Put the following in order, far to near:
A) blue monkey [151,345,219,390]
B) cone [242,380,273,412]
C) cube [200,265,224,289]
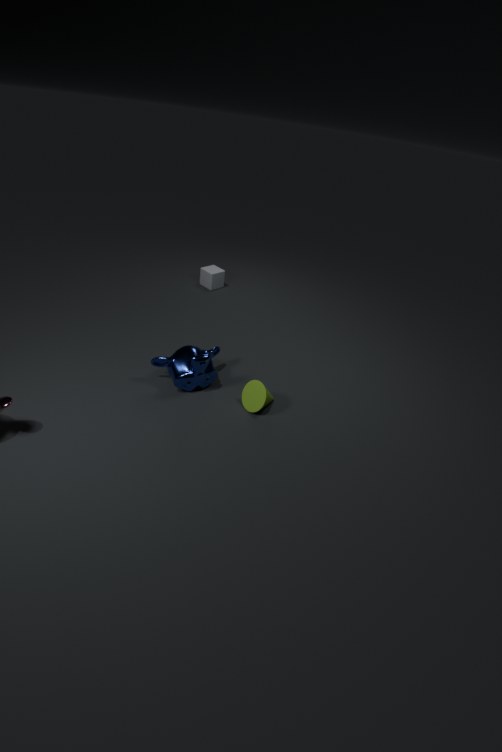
cube [200,265,224,289], cone [242,380,273,412], blue monkey [151,345,219,390]
